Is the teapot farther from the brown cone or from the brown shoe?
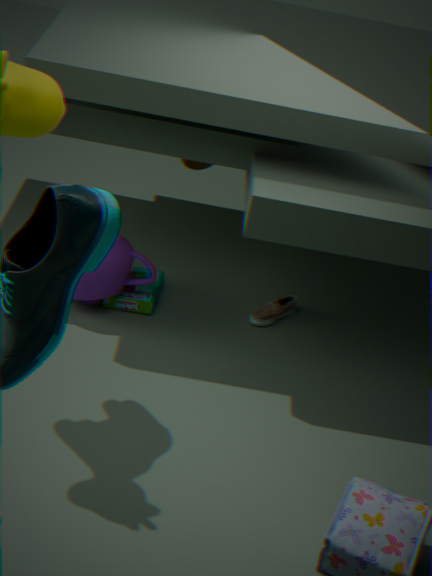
the brown cone
